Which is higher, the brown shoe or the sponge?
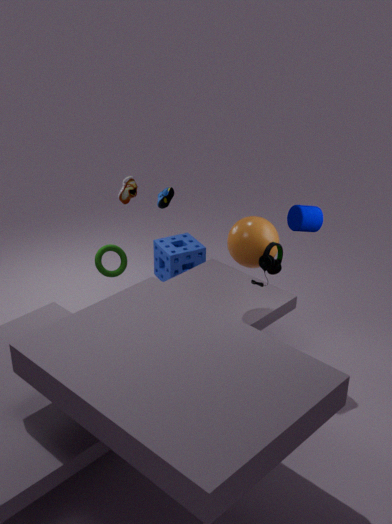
the brown shoe
